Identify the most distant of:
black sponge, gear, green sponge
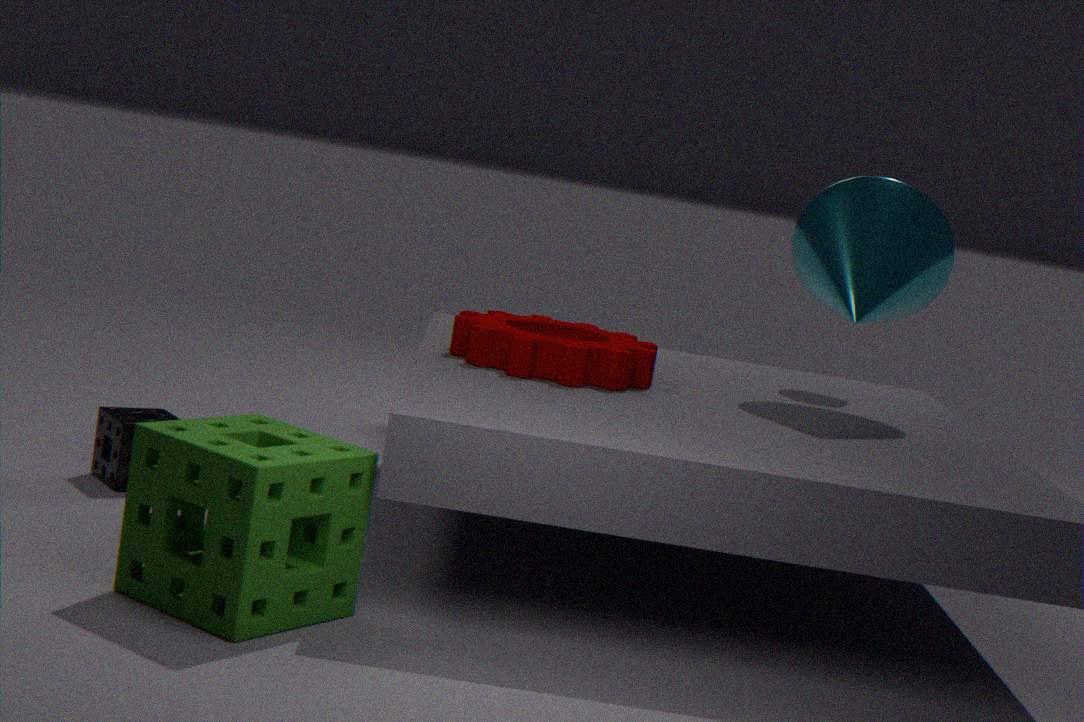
black sponge
